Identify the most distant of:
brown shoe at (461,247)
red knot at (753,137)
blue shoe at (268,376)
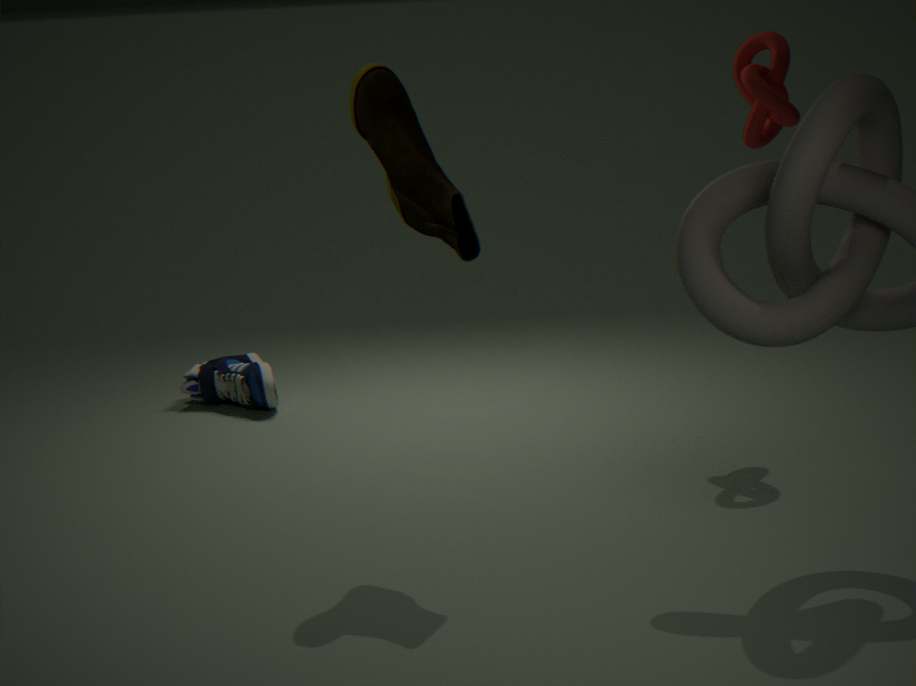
blue shoe at (268,376)
